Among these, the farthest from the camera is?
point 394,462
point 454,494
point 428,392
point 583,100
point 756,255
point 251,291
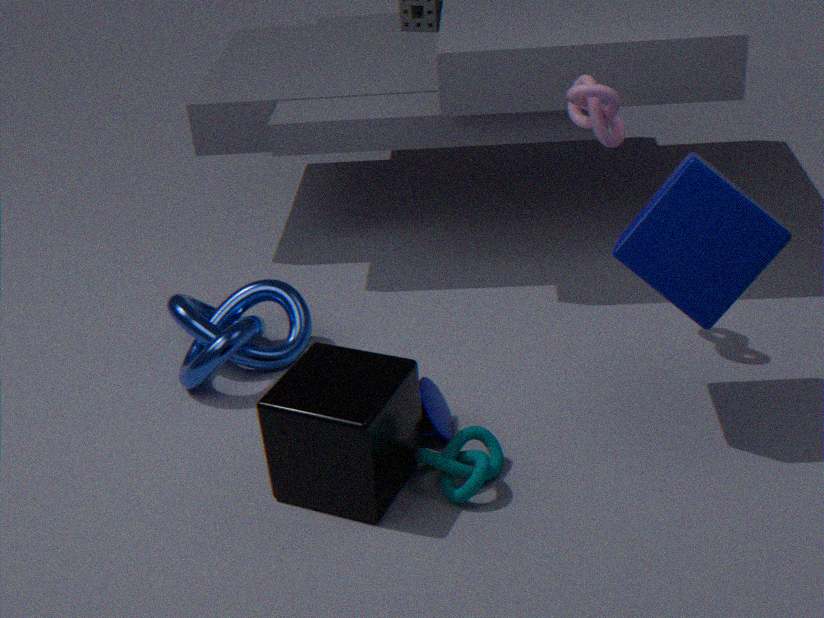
point 251,291
